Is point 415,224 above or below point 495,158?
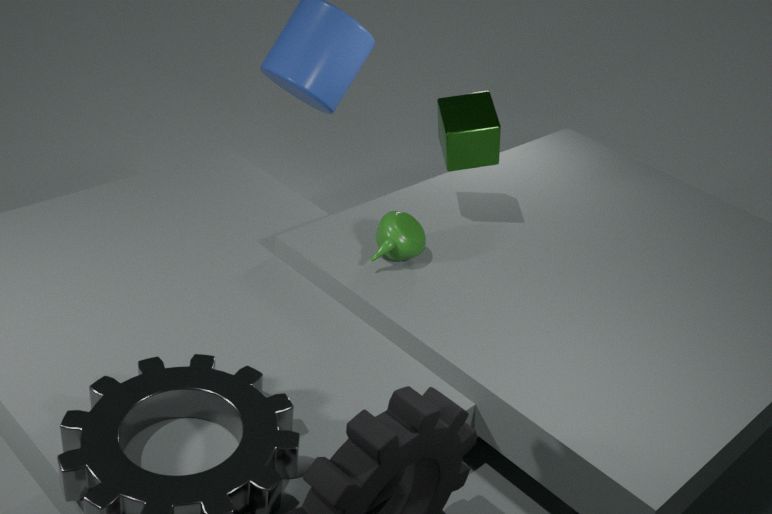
below
